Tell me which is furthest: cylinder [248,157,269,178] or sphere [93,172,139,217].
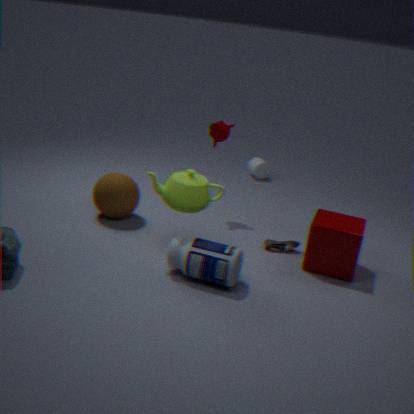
cylinder [248,157,269,178]
